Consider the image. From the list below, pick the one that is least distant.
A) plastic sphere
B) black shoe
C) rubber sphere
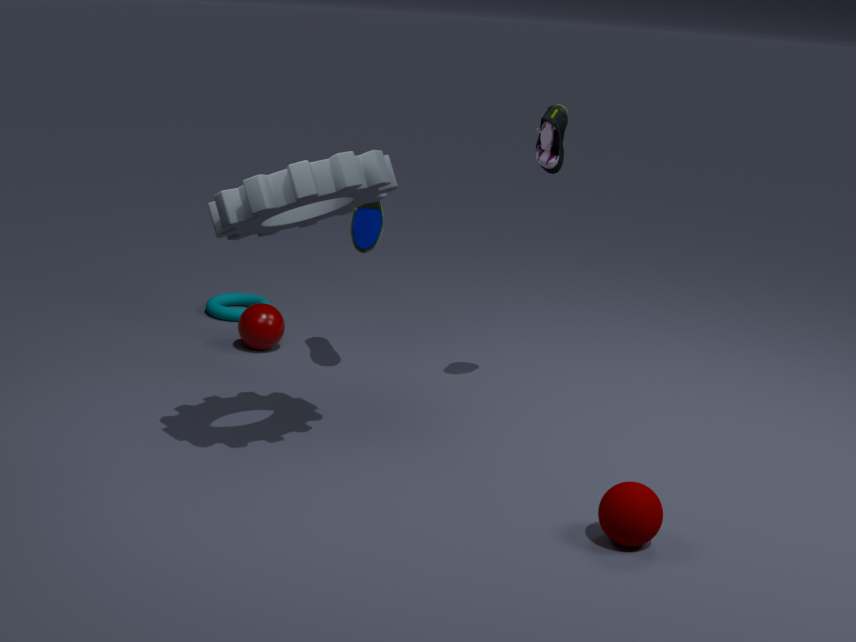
rubber sphere
